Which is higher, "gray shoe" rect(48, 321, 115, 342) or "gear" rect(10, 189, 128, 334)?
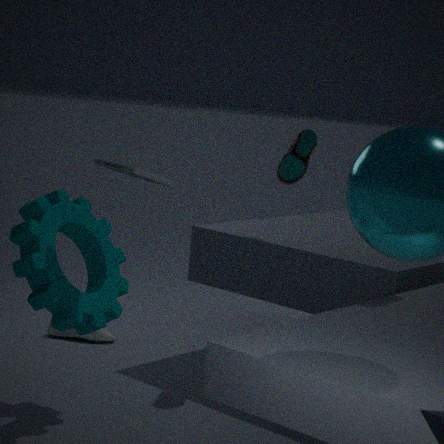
"gear" rect(10, 189, 128, 334)
